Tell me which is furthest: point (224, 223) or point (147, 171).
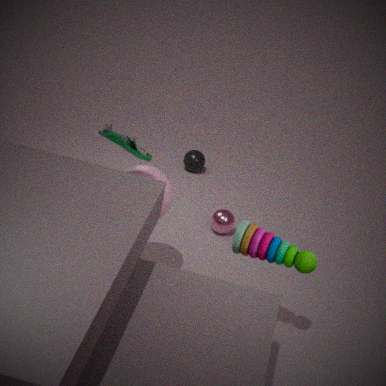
point (224, 223)
